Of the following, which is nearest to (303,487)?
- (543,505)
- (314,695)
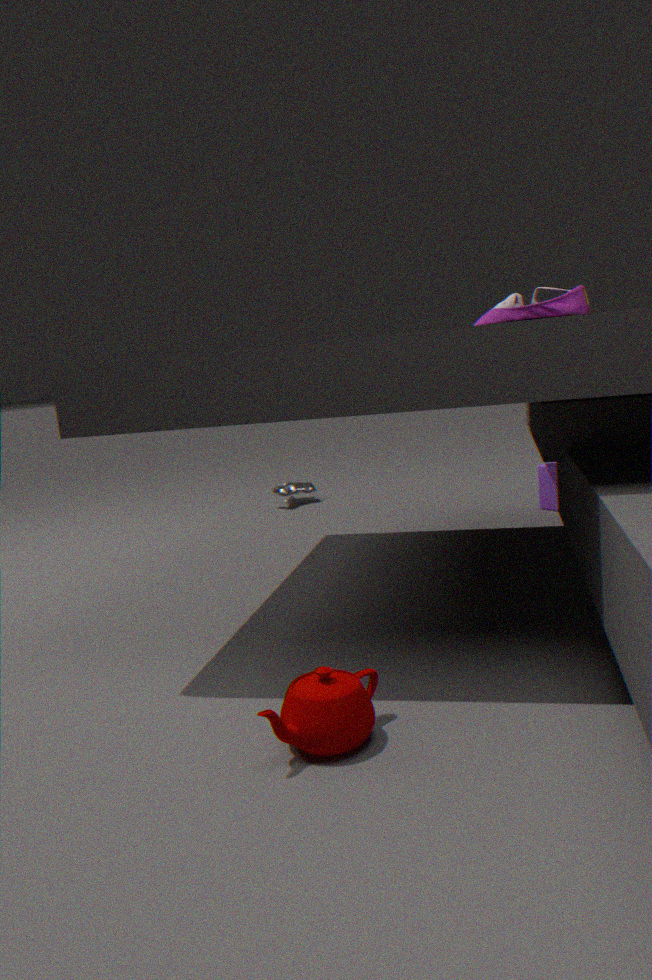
(543,505)
